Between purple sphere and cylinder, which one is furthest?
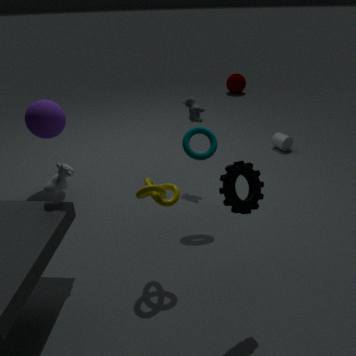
cylinder
